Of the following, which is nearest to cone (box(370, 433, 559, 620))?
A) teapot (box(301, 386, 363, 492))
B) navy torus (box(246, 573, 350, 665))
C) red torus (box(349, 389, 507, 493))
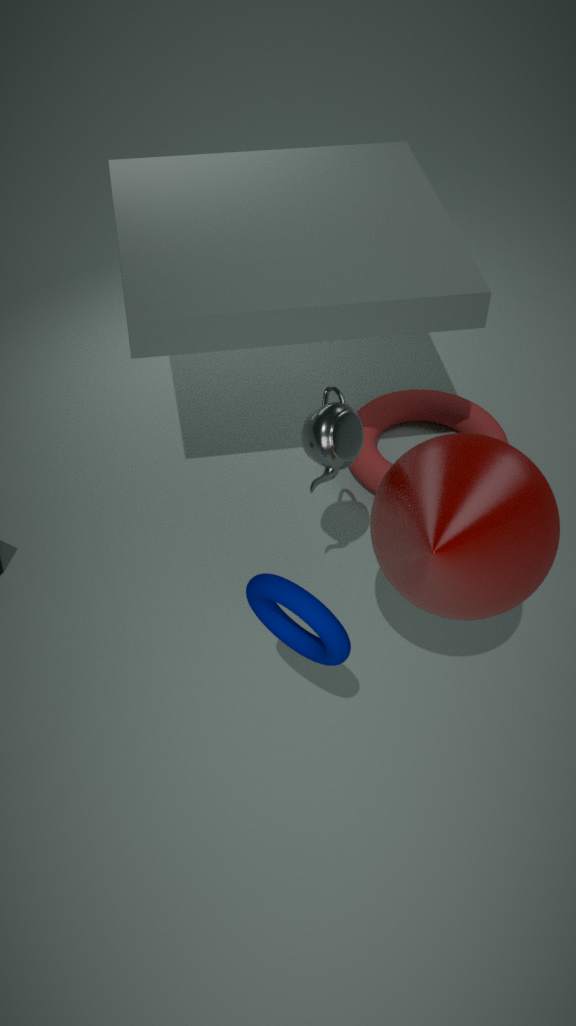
teapot (box(301, 386, 363, 492))
